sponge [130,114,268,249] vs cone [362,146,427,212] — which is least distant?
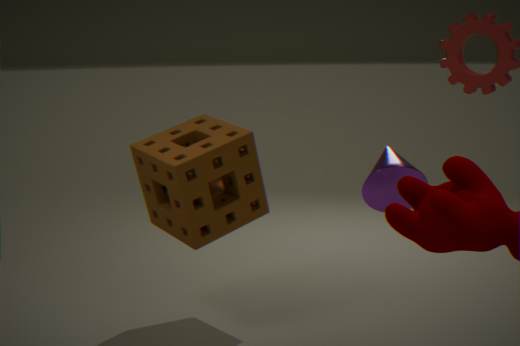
cone [362,146,427,212]
